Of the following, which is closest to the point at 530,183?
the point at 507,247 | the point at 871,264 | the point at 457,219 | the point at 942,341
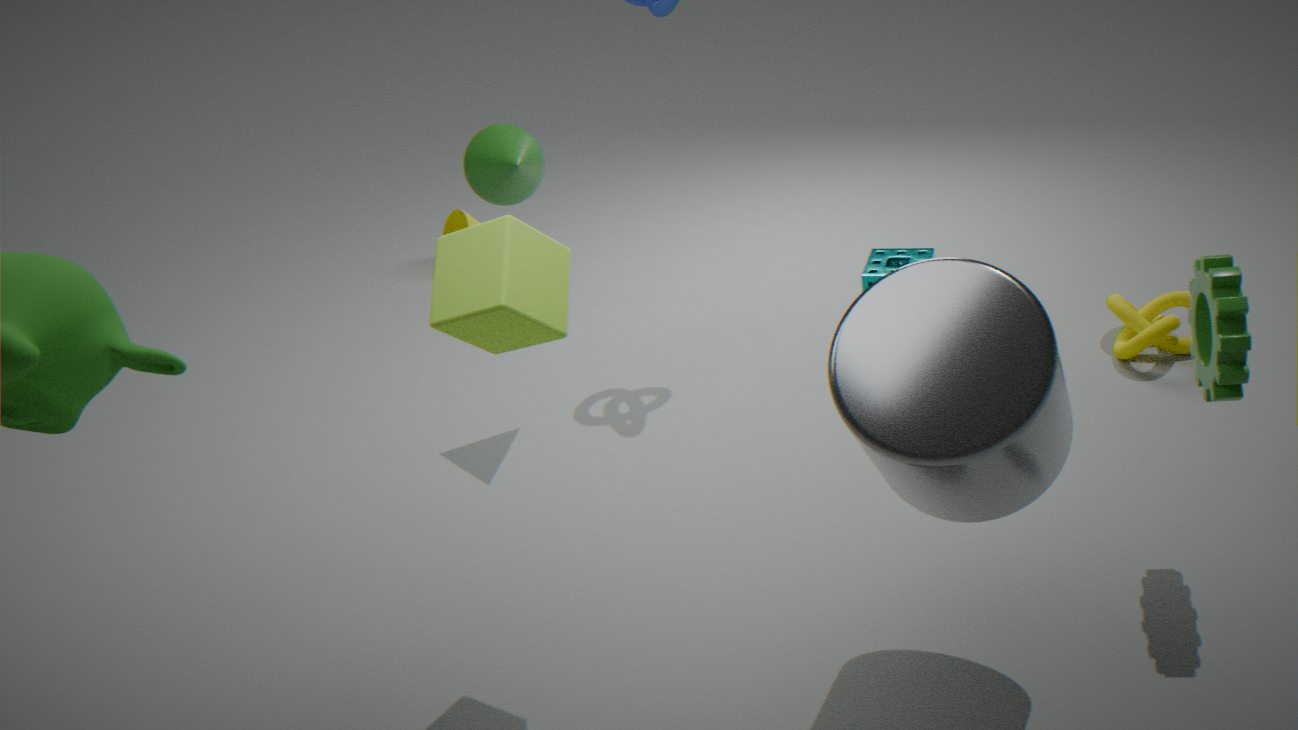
the point at 507,247
